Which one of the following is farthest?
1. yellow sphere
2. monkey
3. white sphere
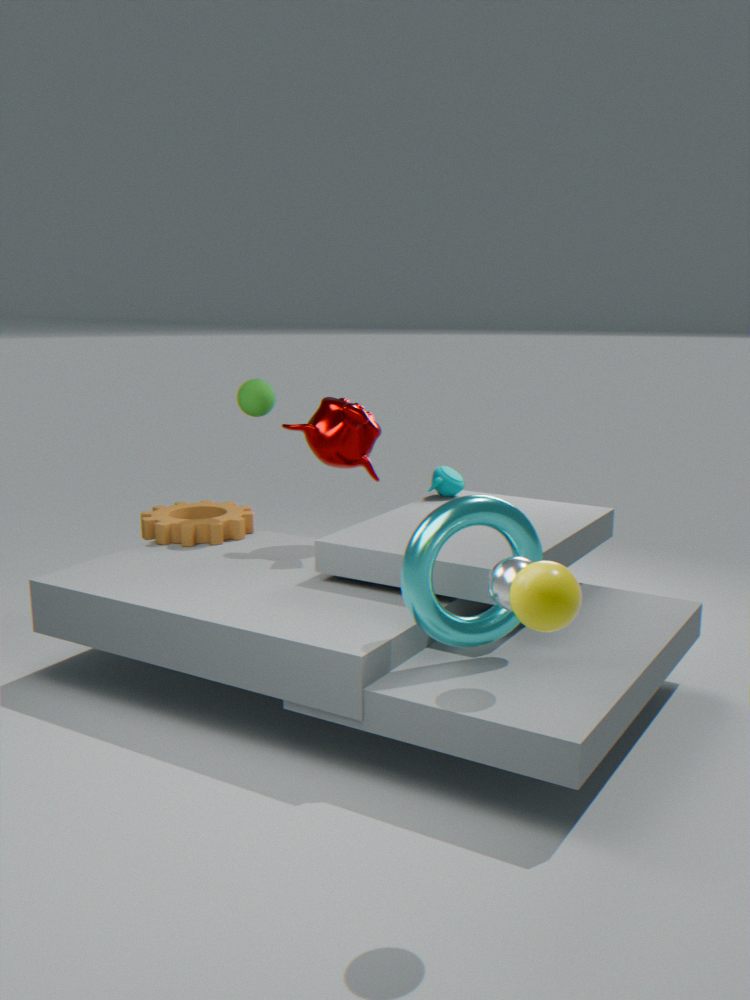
monkey
